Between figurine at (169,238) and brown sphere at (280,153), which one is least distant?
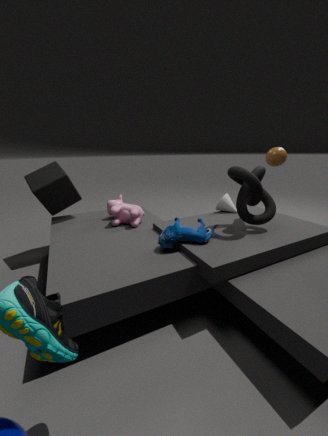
figurine at (169,238)
